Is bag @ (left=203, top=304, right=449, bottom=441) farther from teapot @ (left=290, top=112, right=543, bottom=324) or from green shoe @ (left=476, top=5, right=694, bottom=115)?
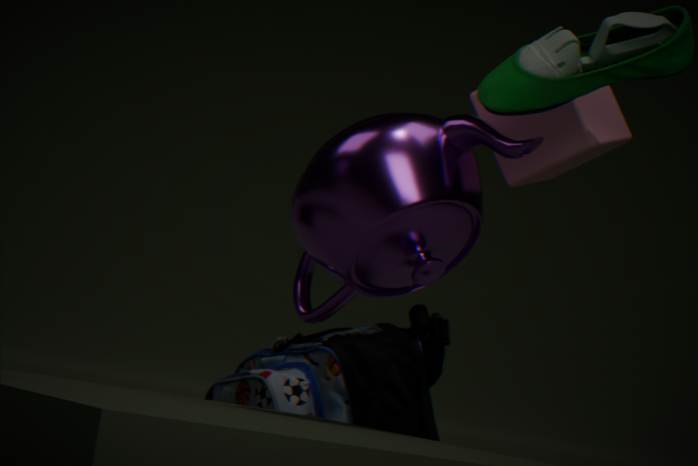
green shoe @ (left=476, top=5, right=694, bottom=115)
